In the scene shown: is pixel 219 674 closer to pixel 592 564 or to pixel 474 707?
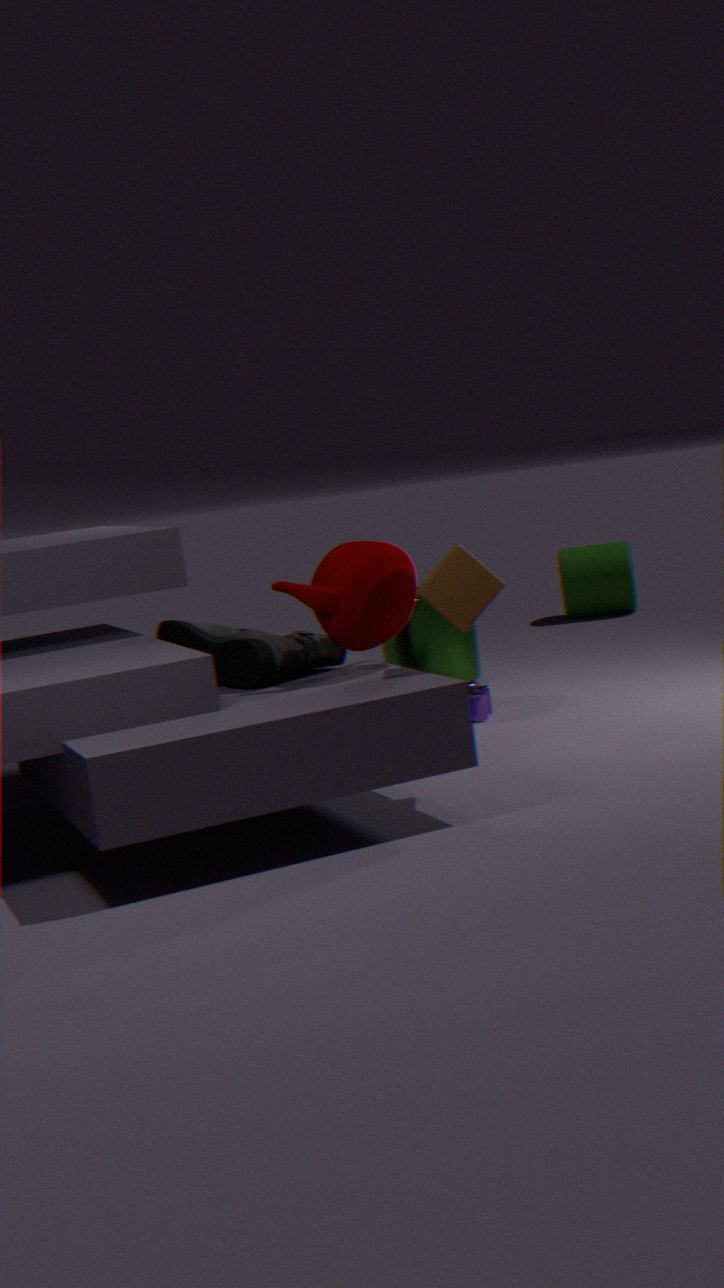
pixel 474 707
